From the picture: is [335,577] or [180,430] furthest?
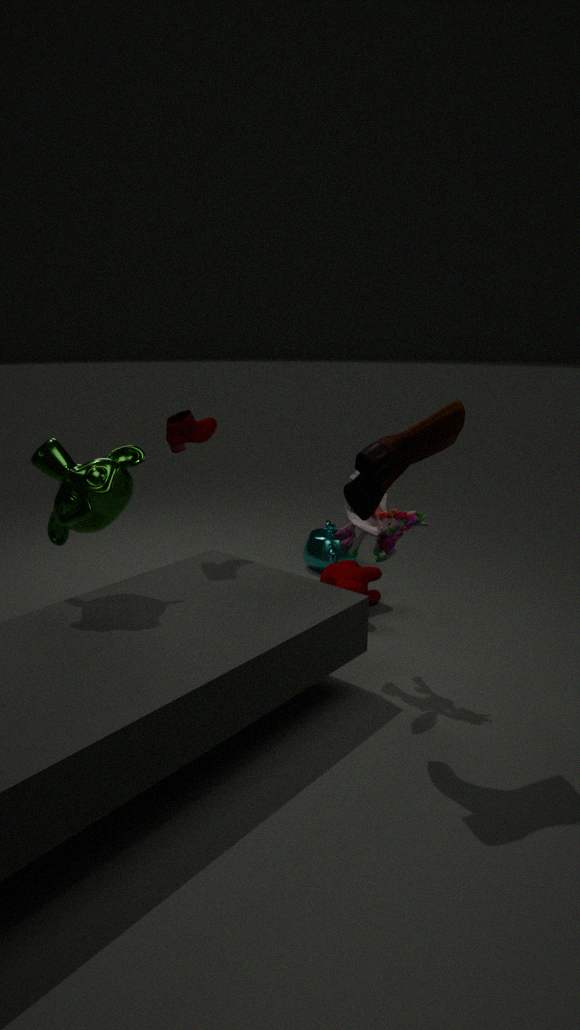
[335,577]
